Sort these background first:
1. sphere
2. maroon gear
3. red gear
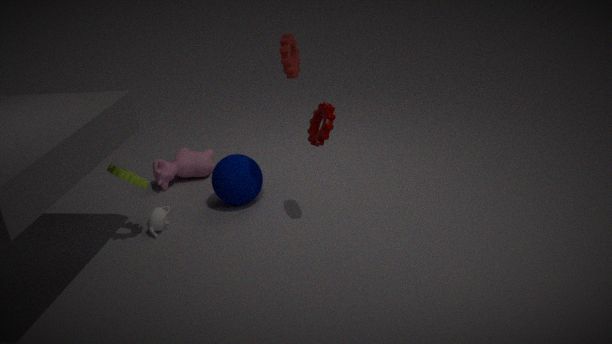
sphere < maroon gear < red gear
